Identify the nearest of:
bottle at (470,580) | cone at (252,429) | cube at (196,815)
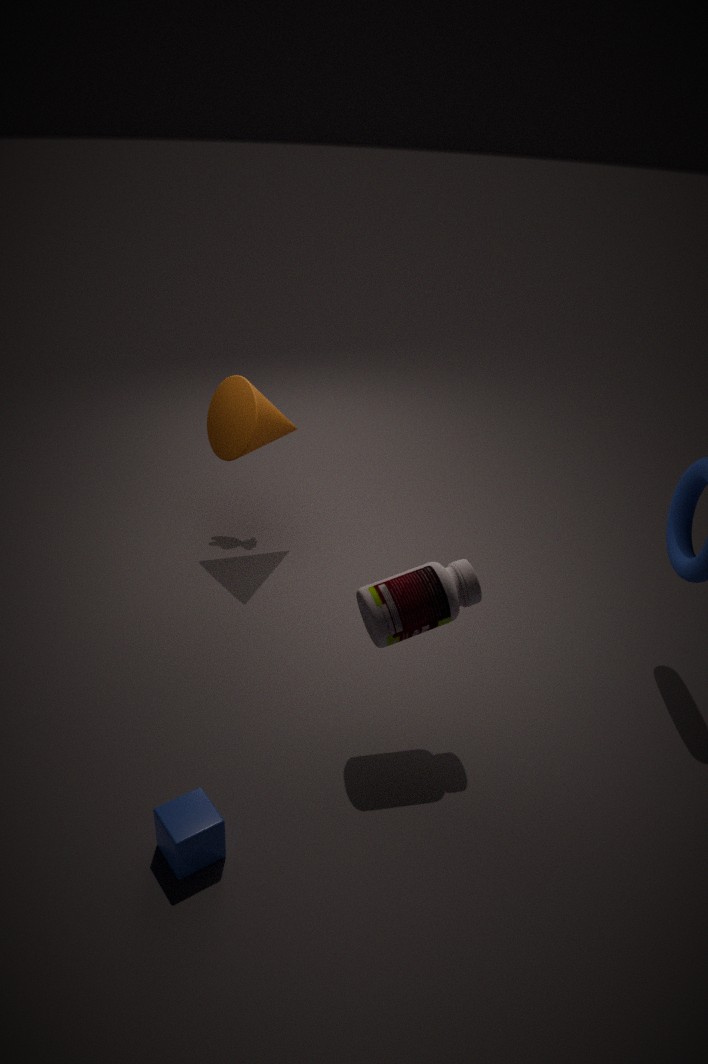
cube at (196,815)
